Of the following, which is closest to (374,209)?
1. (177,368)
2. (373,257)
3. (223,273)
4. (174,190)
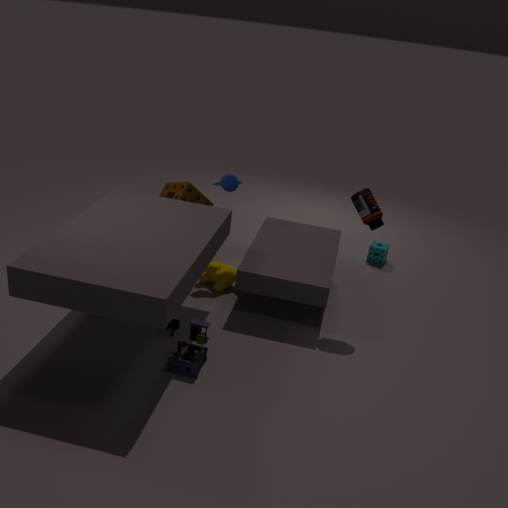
(223,273)
